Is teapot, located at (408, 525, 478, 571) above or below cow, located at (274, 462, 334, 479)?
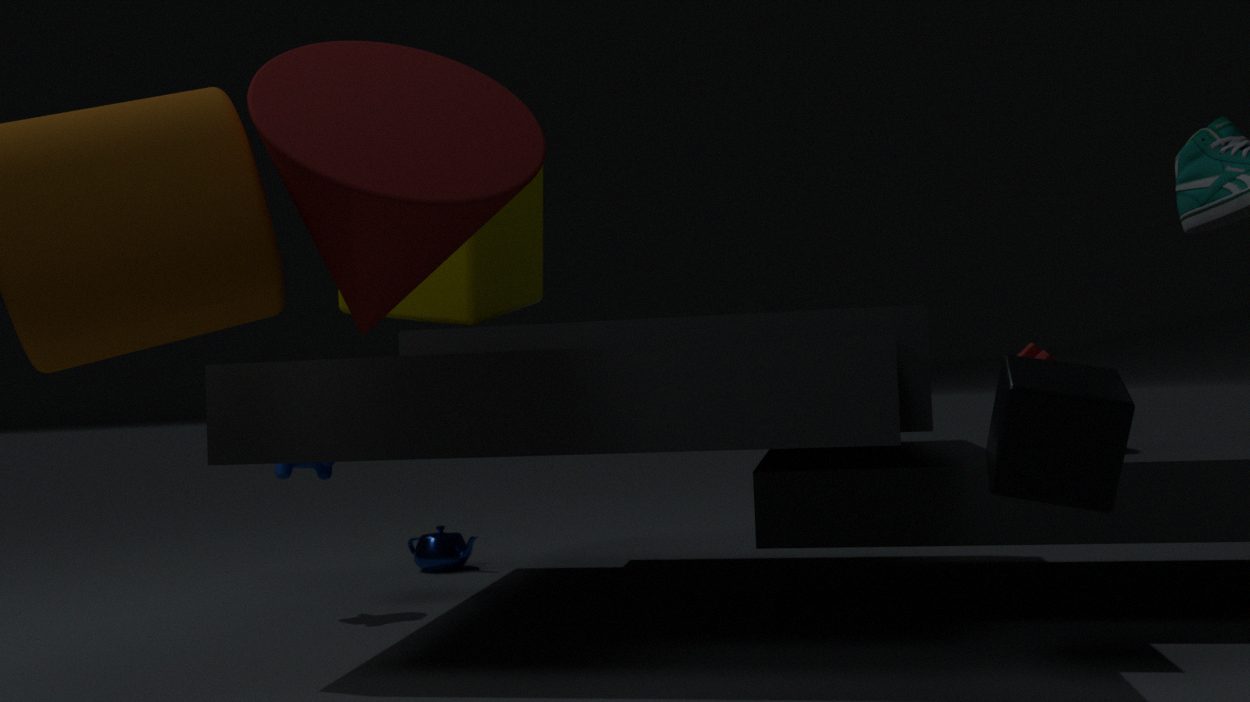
below
